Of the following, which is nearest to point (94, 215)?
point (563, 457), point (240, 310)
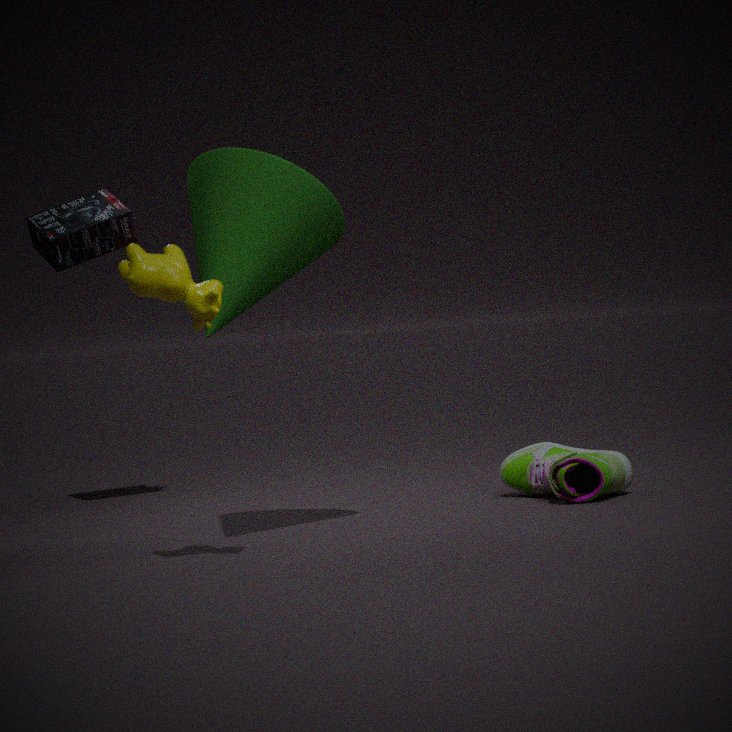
point (240, 310)
